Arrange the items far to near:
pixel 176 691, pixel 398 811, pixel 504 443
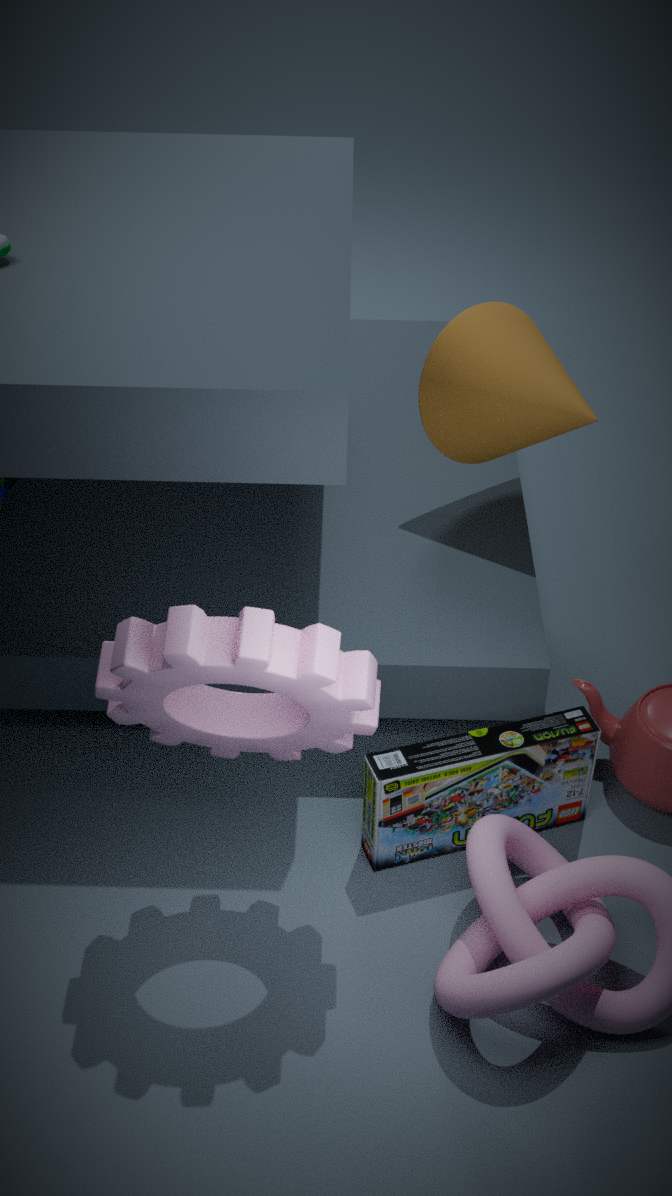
pixel 504 443 → pixel 398 811 → pixel 176 691
